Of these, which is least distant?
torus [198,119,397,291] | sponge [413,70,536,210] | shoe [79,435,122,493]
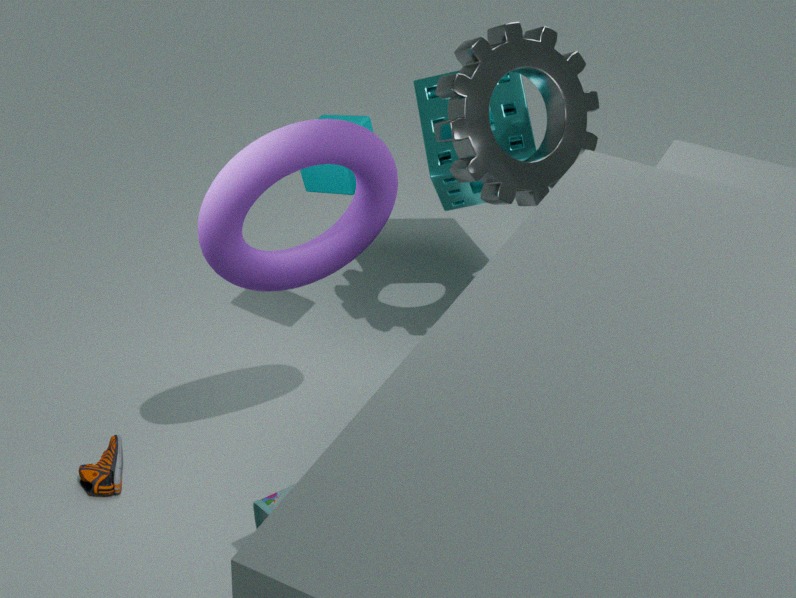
torus [198,119,397,291]
